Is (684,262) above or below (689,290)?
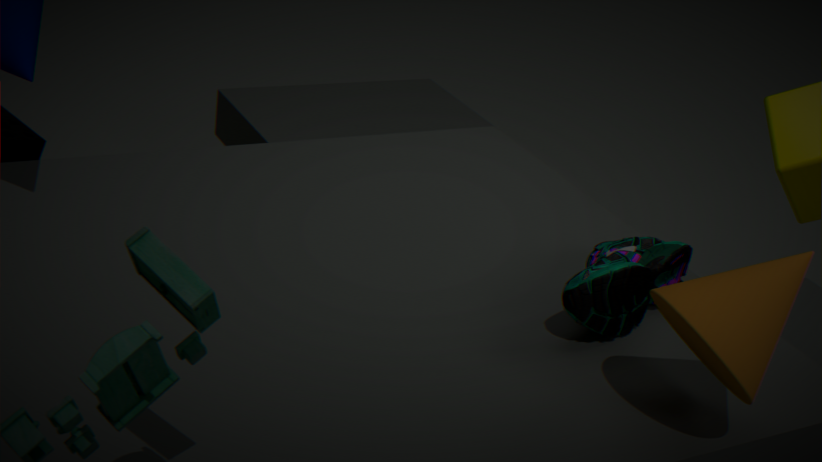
below
